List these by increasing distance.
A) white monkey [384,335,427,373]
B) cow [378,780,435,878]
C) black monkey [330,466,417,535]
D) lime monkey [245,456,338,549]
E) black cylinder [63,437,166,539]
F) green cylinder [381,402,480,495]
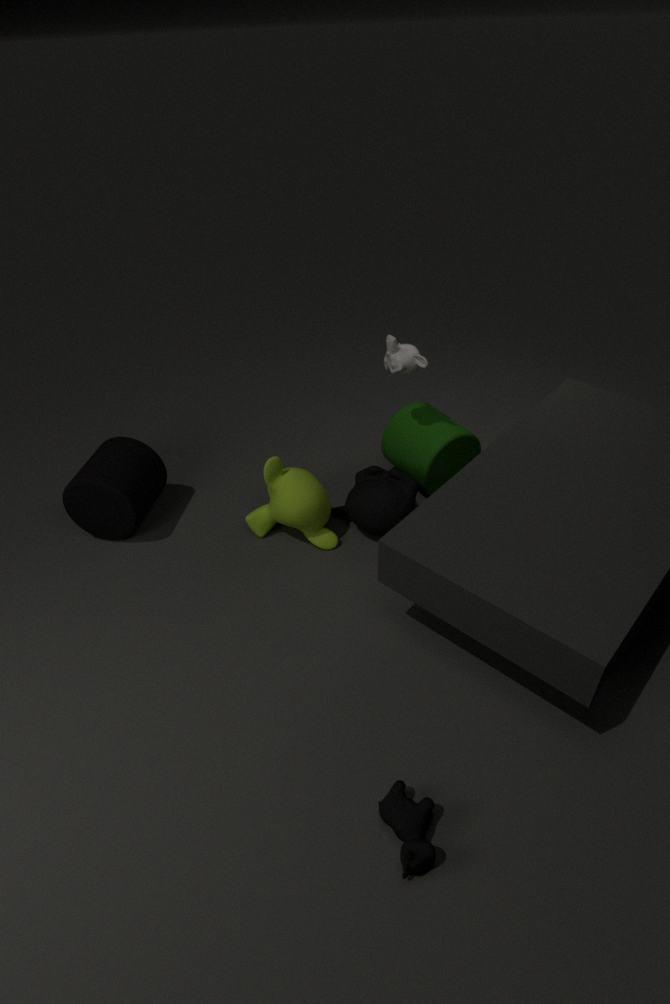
cow [378,780,435,878]
white monkey [384,335,427,373]
lime monkey [245,456,338,549]
black monkey [330,466,417,535]
black cylinder [63,437,166,539]
green cylinder [381,402,480,495]
